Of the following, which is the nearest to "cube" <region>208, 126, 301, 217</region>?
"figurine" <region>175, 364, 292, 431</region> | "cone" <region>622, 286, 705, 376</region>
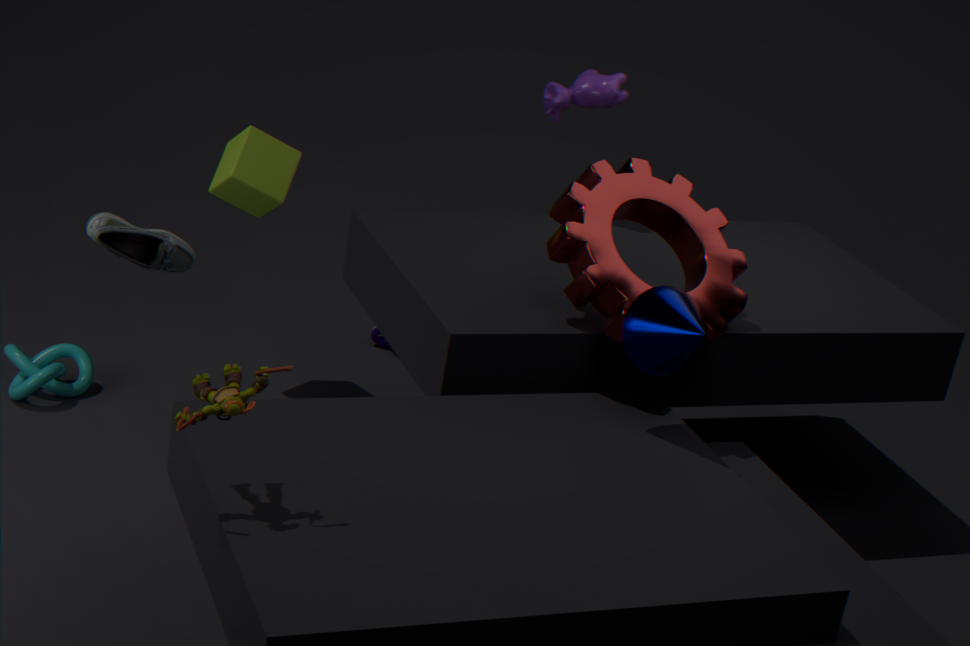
"cone" <region>622, 286, 705, 376</region>
